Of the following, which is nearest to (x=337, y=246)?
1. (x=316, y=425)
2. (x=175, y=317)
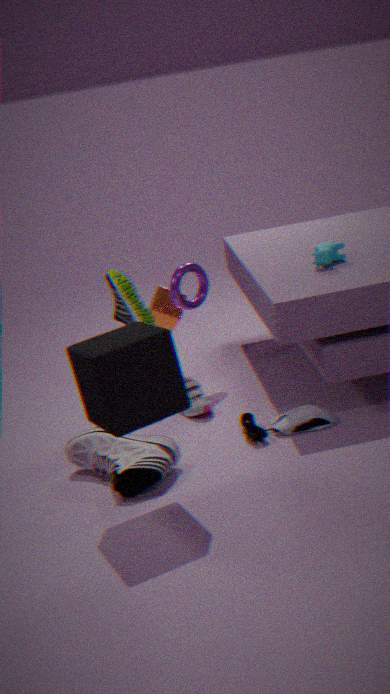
(x=316, y=425)
